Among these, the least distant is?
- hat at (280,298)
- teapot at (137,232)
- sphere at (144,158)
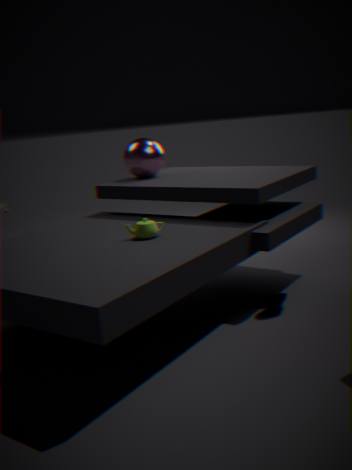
hat at (280,298)
